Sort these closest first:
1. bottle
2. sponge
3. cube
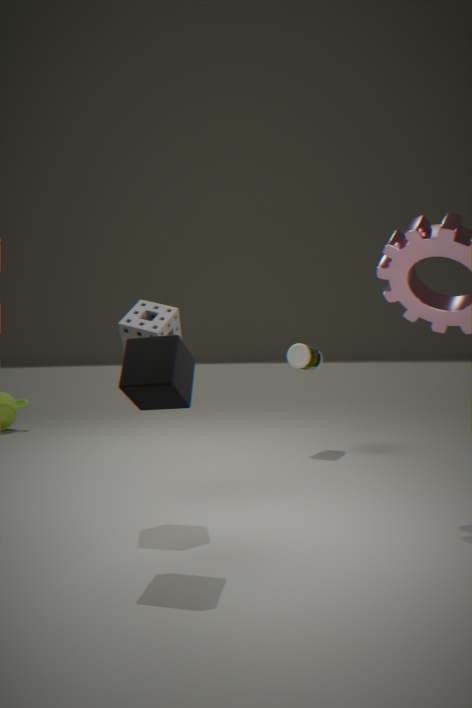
cube < sponge < bottle
